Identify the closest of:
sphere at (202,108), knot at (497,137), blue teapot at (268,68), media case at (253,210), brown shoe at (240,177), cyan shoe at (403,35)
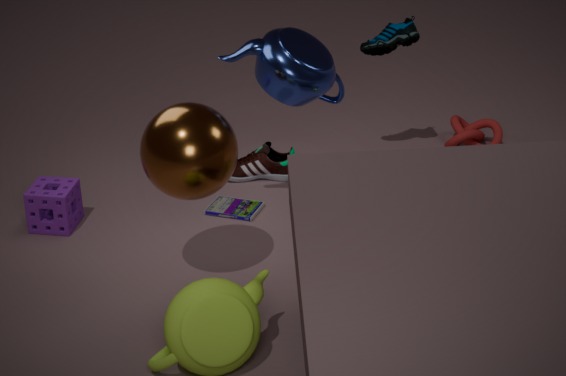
sphere at (202,108)
